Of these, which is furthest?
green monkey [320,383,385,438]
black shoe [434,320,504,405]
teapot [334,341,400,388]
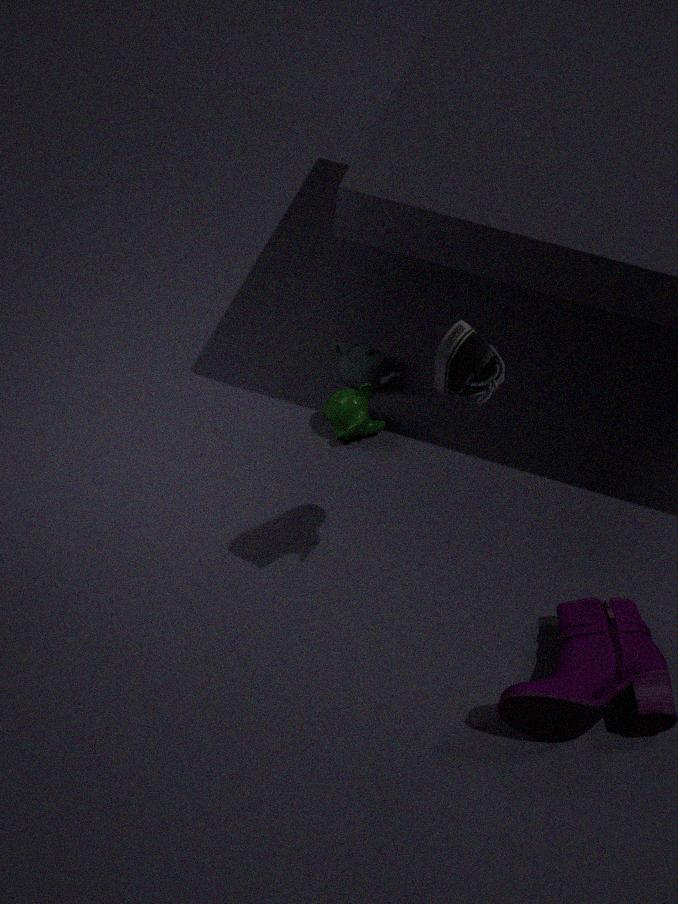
teapot [334,341,400,388]
